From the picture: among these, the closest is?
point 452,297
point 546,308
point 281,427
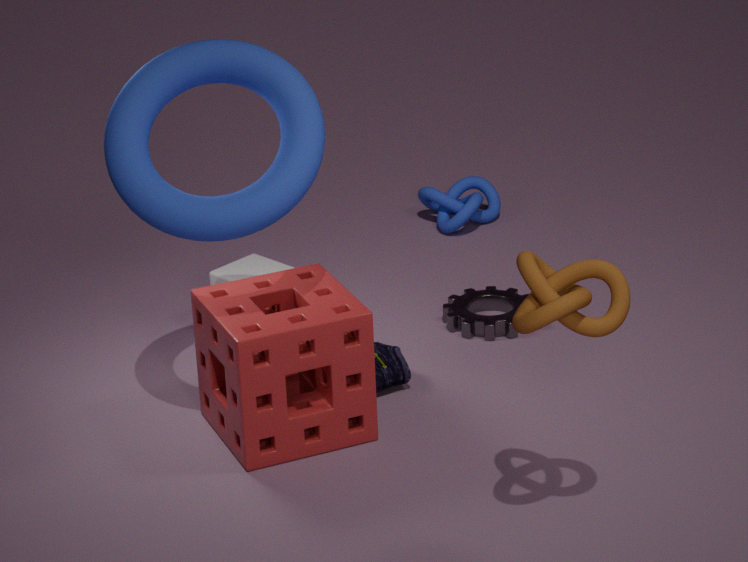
point 546,308
